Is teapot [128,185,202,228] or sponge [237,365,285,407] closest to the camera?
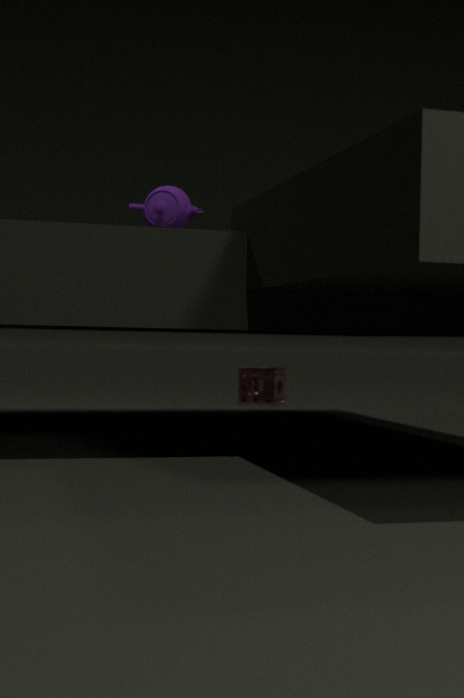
teapot [128,185,202,228]
